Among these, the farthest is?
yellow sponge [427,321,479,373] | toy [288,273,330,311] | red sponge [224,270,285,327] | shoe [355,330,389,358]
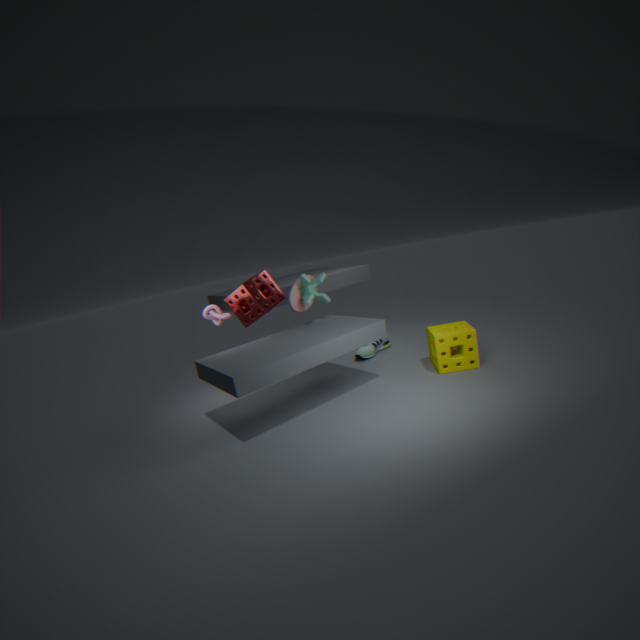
shoe [355,330,389,358]
